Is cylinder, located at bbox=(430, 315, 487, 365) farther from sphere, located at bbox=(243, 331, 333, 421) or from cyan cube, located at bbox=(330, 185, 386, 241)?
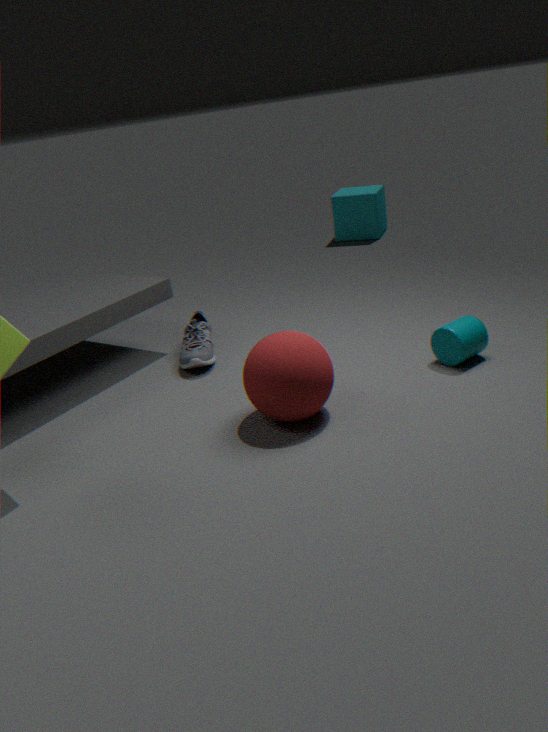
cyan cube, located at bbox=(330, 185, 386, 241)
